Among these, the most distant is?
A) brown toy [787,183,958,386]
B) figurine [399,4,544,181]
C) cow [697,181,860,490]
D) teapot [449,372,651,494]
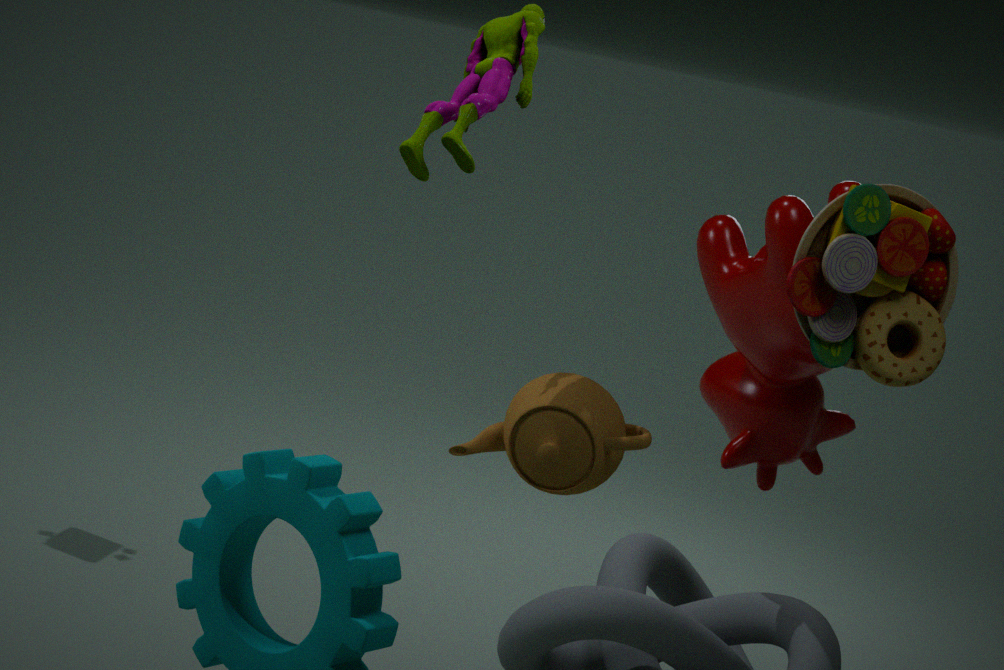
cow [697,181,860,490]
